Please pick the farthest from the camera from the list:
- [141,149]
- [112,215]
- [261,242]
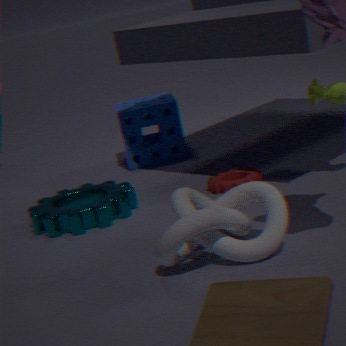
[141,149]
